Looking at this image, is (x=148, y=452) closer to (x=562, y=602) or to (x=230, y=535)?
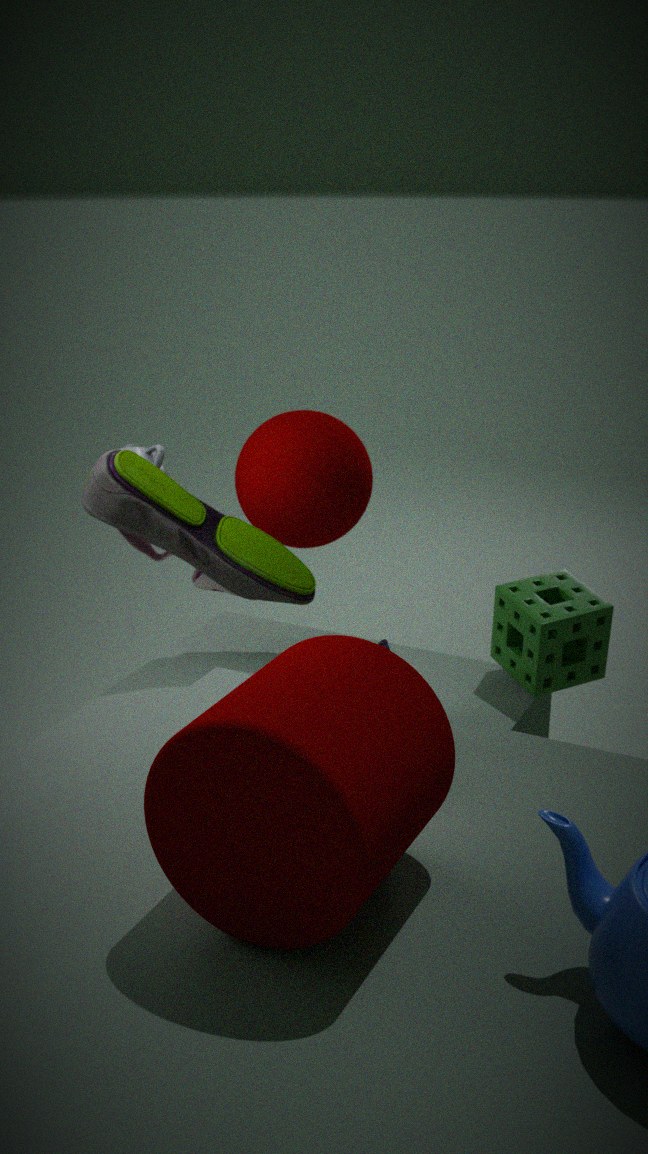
(x=230, y=535)
